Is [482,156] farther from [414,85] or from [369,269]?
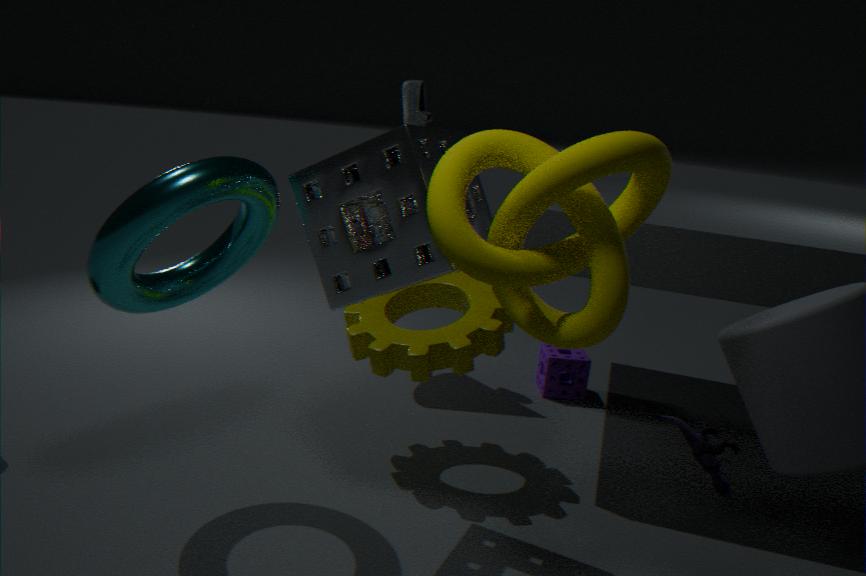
[414,85]
